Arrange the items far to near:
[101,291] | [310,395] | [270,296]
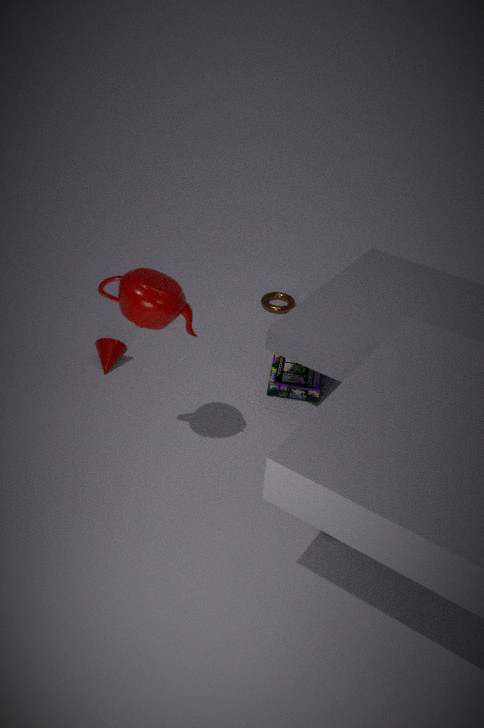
[270,296], [310,395], [101,291]
